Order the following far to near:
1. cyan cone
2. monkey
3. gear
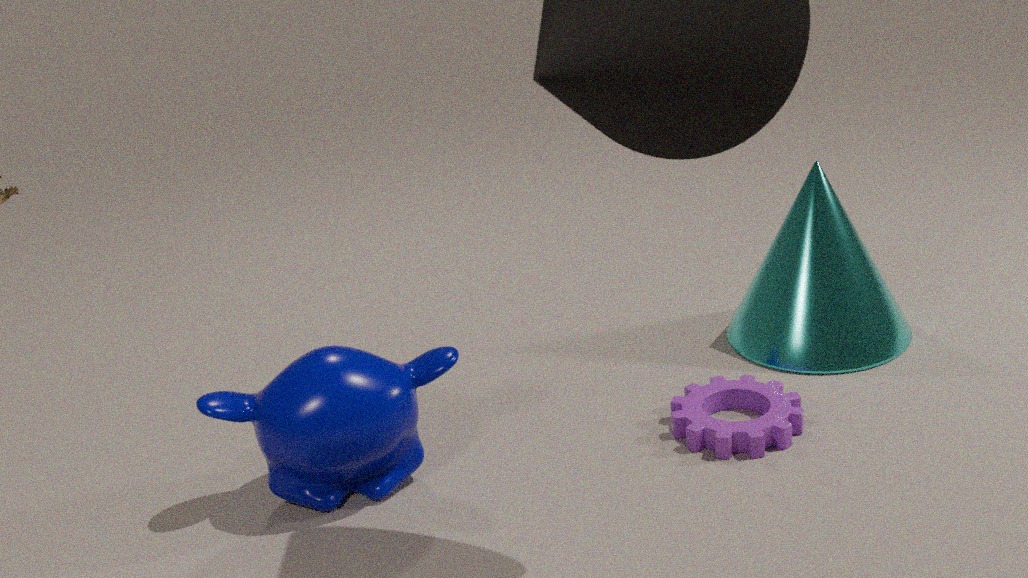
cyan cone → gear → monkey
